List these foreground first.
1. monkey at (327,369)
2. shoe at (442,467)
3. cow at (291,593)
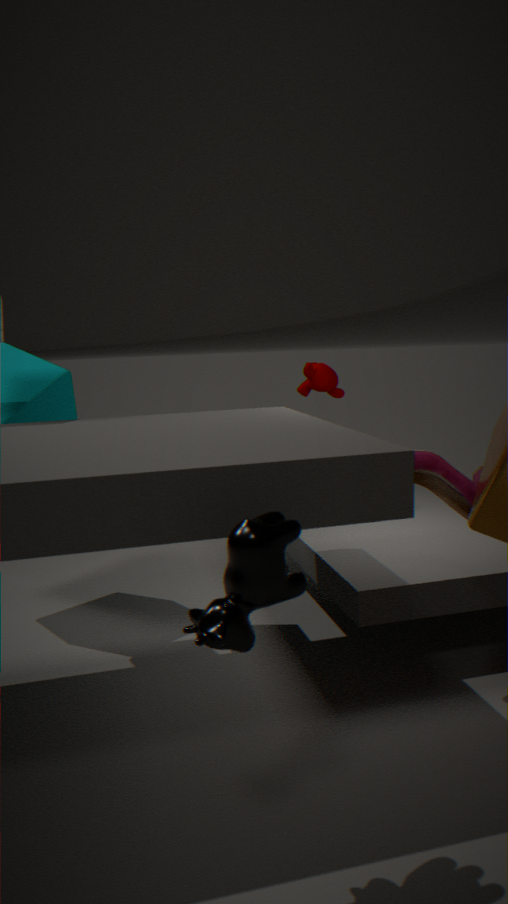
cow at (291,593) < shoe at (442,467) < monkey at (327,369)
